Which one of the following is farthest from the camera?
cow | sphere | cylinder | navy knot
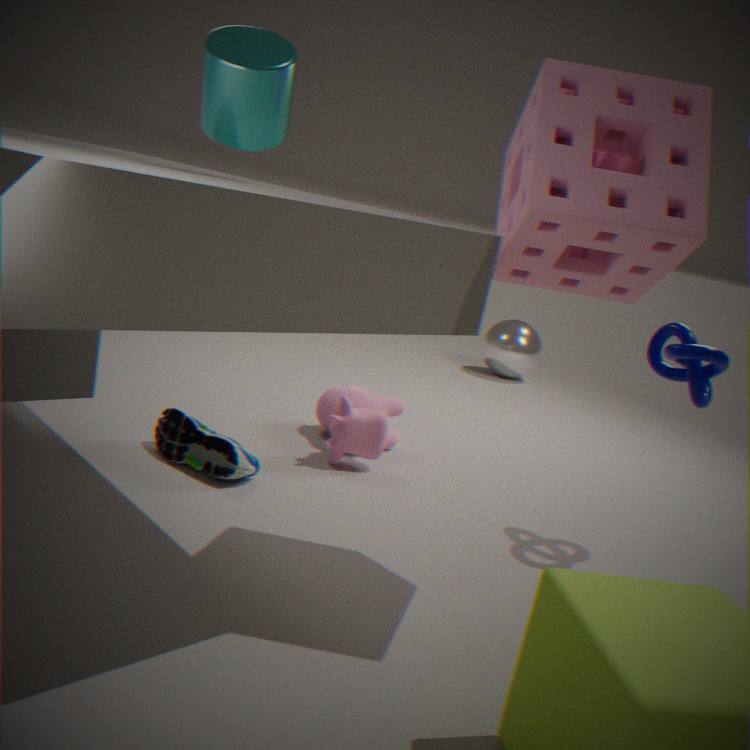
sphere
